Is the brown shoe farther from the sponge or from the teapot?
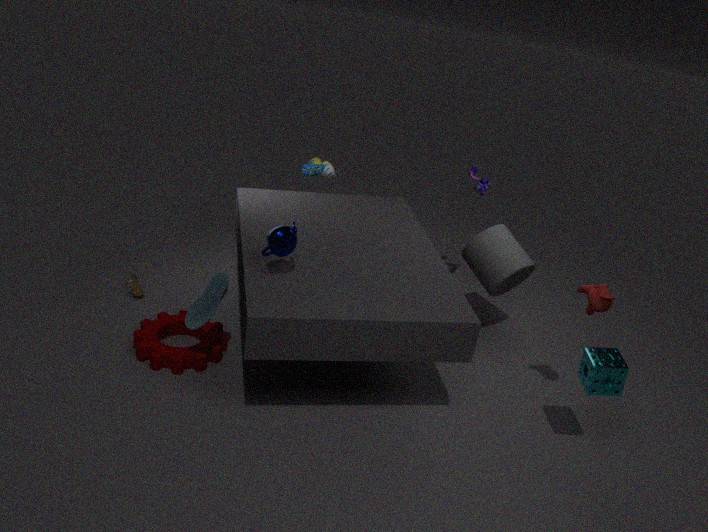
the sponge
